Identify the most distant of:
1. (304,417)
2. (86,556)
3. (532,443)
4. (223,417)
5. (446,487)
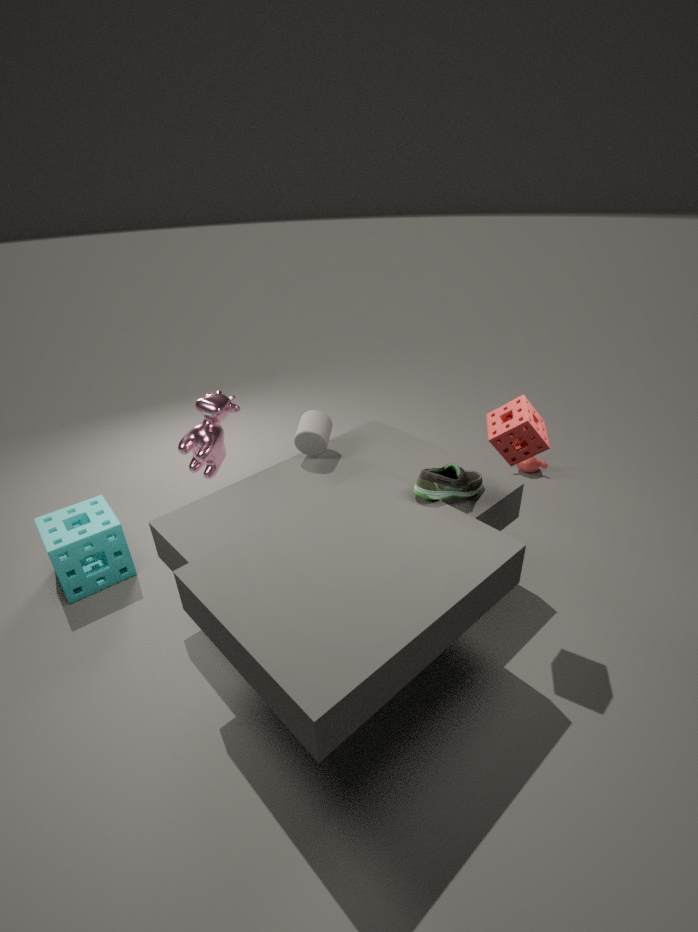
(223,417)
